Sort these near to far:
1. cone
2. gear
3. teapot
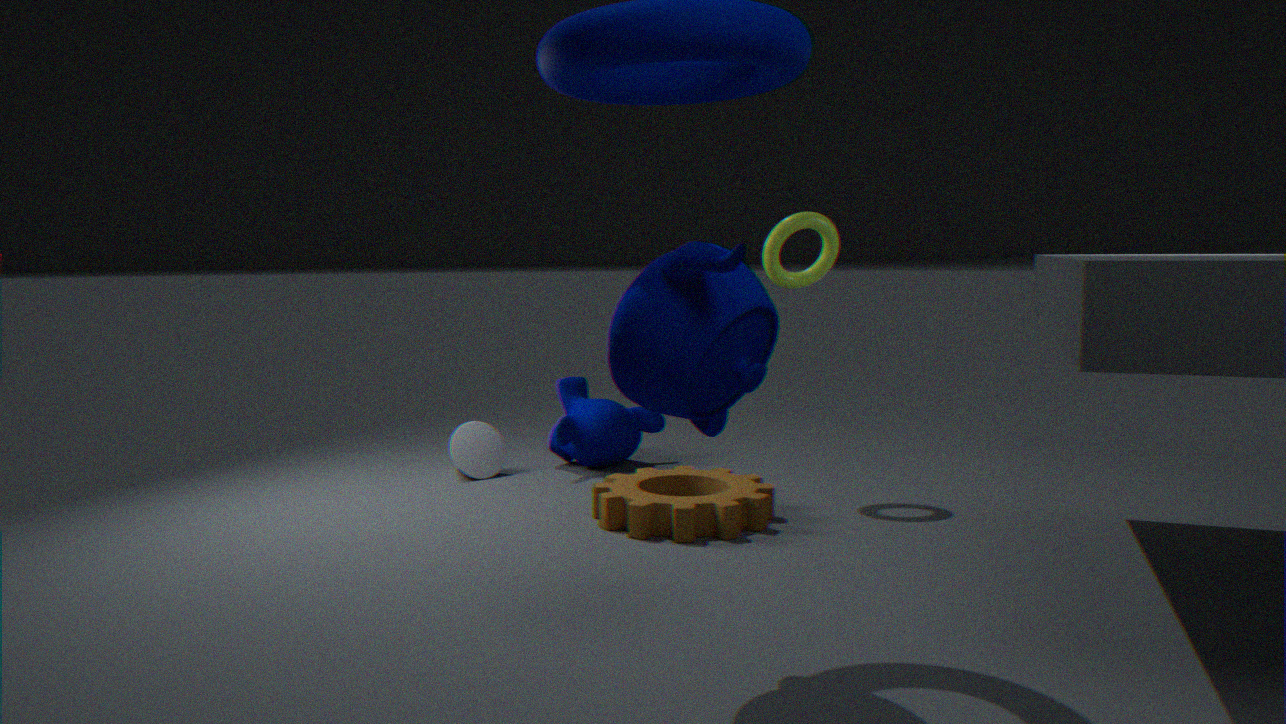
teapot → gear → cone
